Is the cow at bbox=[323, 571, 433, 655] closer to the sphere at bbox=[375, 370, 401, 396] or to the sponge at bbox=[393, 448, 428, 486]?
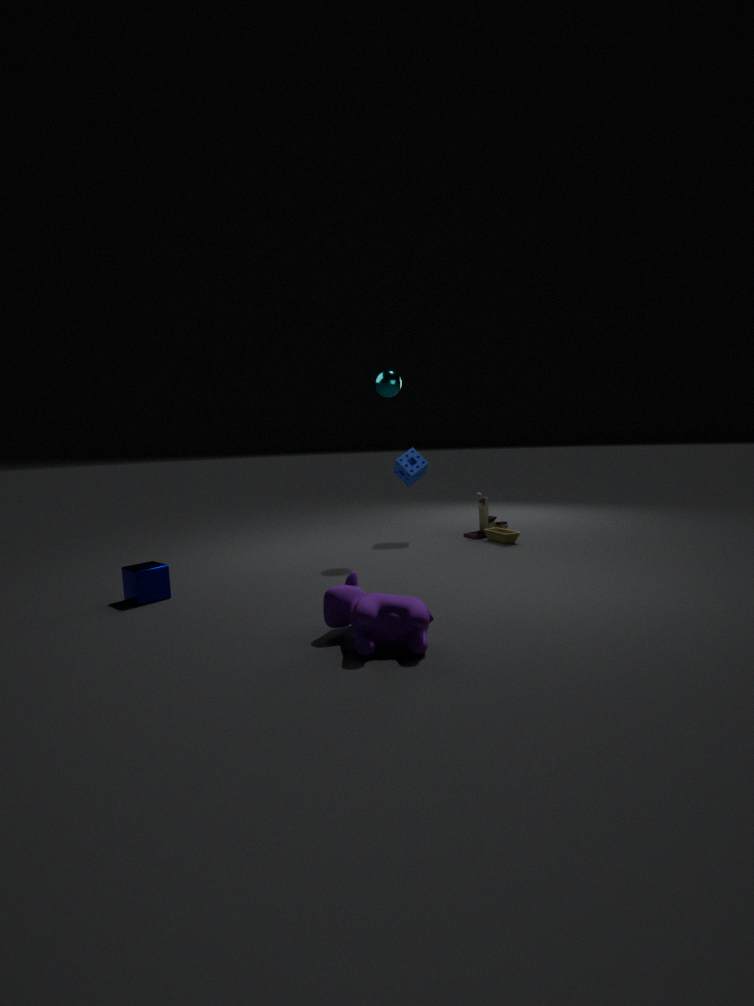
the sphere at bbox=[375, 370, 401, 396]
